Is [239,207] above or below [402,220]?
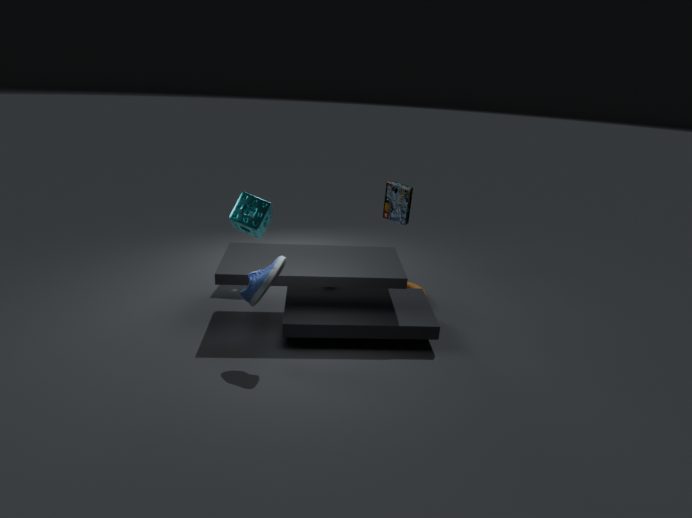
below
